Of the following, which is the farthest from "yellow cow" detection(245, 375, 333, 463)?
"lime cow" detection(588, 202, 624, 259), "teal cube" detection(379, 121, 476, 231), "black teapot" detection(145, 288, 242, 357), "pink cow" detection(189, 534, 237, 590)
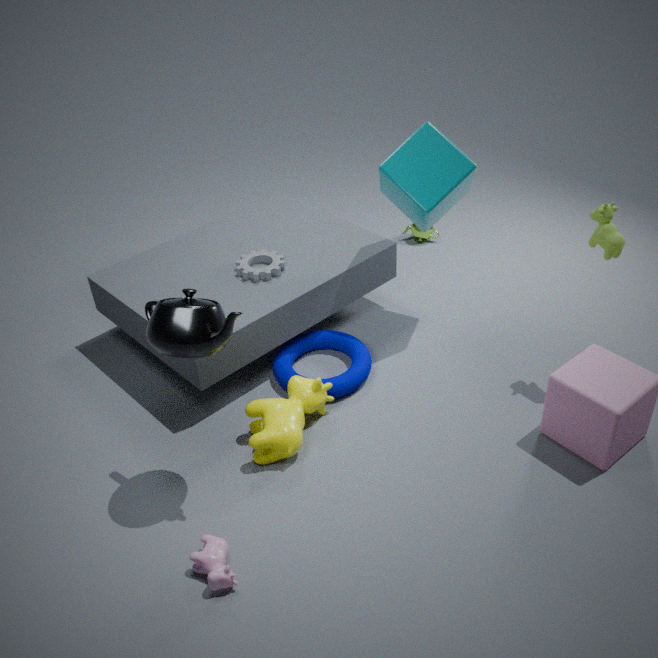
"lime cow" detection(588, 202, 624, 259)
